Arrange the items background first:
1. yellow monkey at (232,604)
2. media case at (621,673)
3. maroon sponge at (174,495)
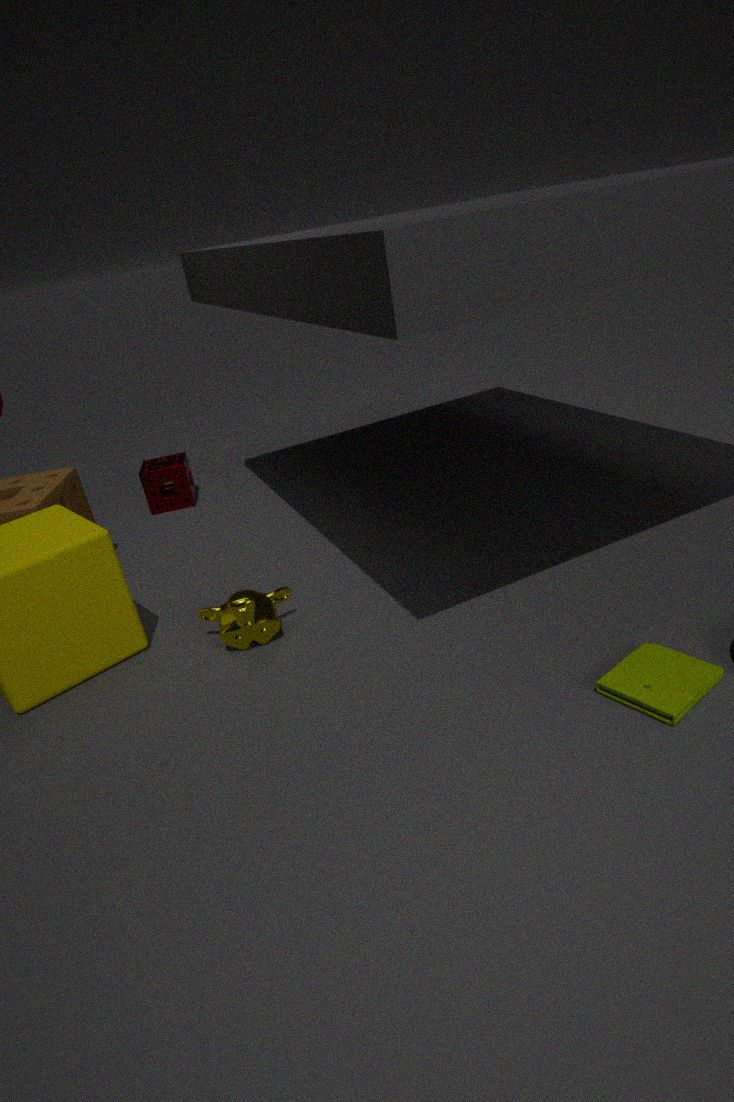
maroon sponge at (174,495), yellow monkey at (232,604), media case at (621,673)
